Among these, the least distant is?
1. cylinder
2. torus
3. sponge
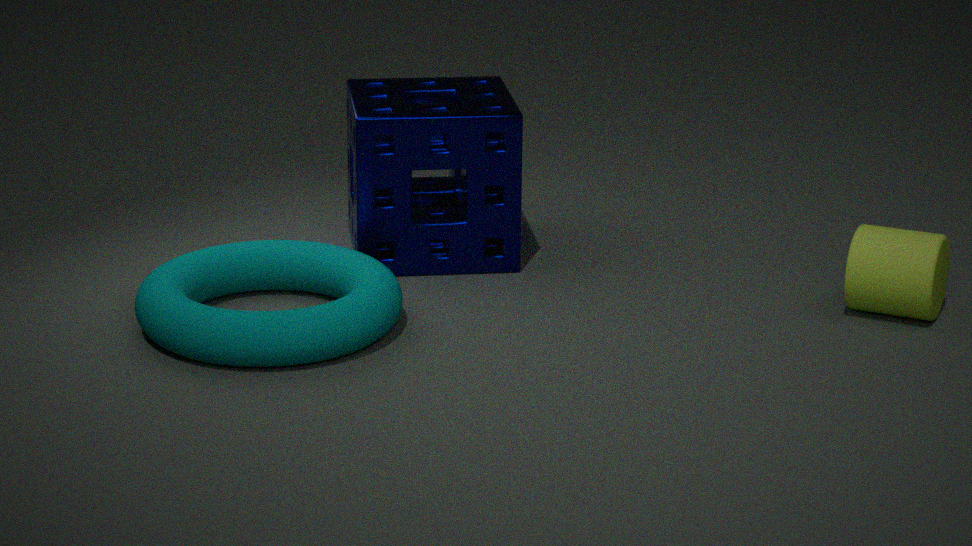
torus
